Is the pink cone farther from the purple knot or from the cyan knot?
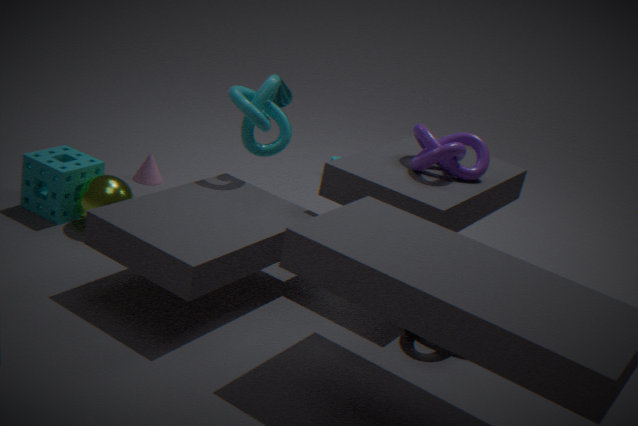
the purple knot
